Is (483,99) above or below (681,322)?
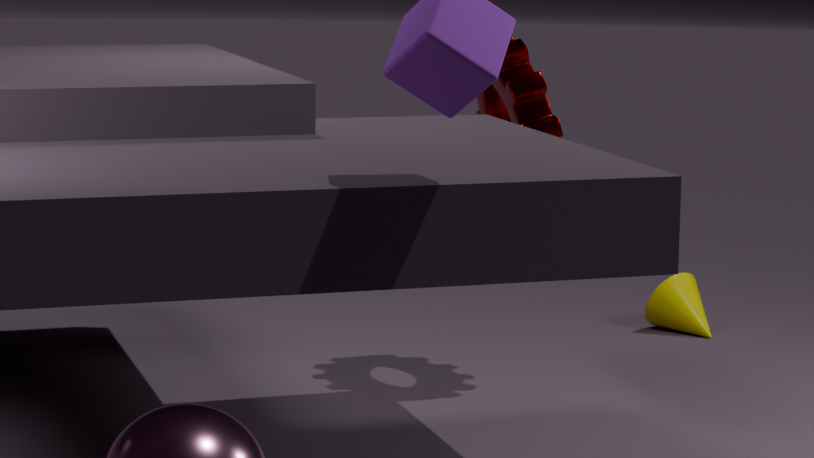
above
